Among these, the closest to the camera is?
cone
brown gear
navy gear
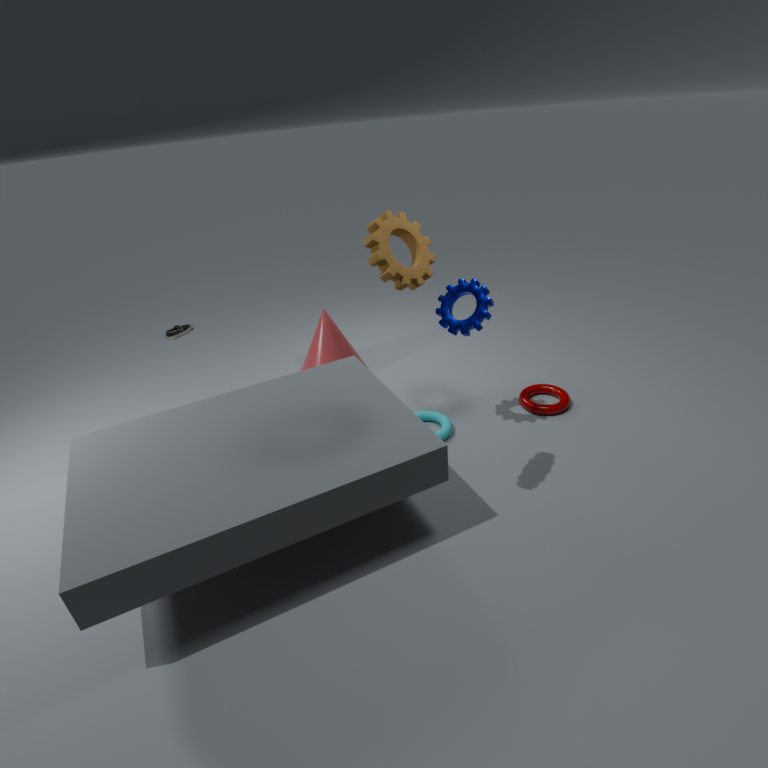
brown gear
